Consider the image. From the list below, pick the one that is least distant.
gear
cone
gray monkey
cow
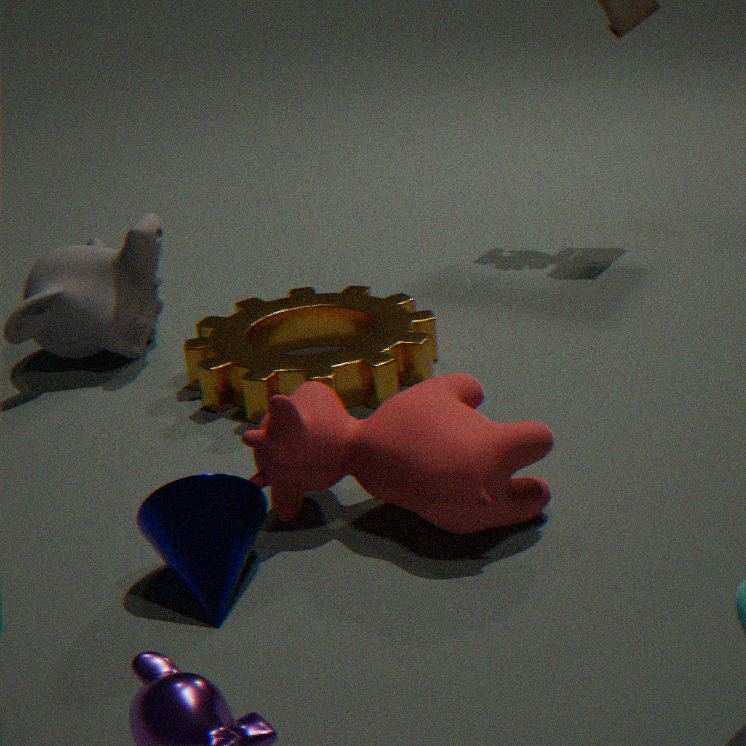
cone
